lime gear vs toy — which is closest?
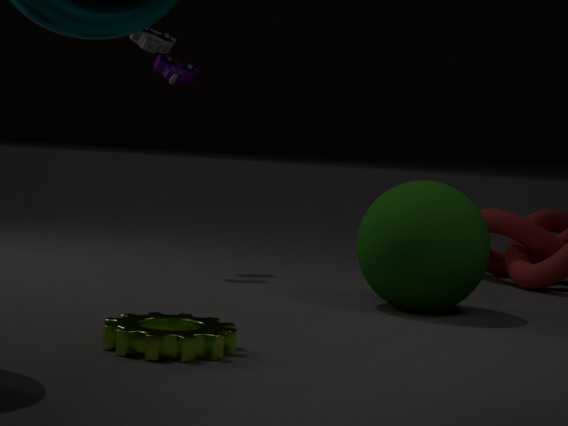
lime gear
